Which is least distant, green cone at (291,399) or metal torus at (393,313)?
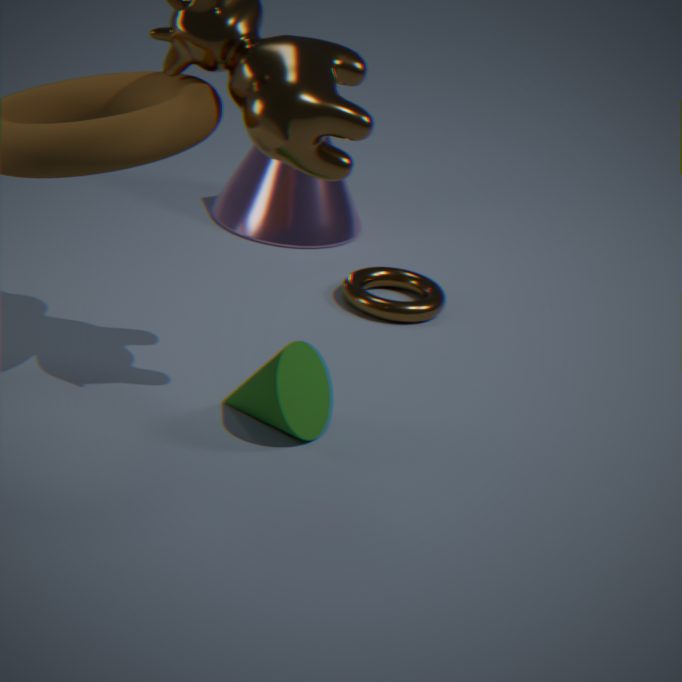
green cone at (291,399)
